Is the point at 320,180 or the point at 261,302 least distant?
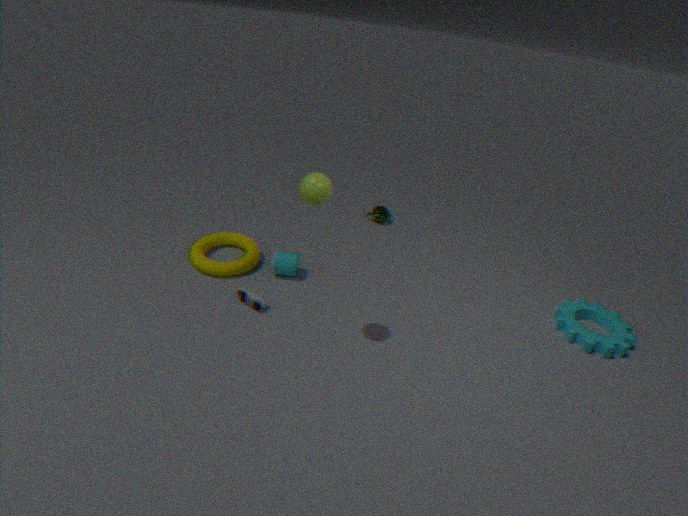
the point at 320,180
